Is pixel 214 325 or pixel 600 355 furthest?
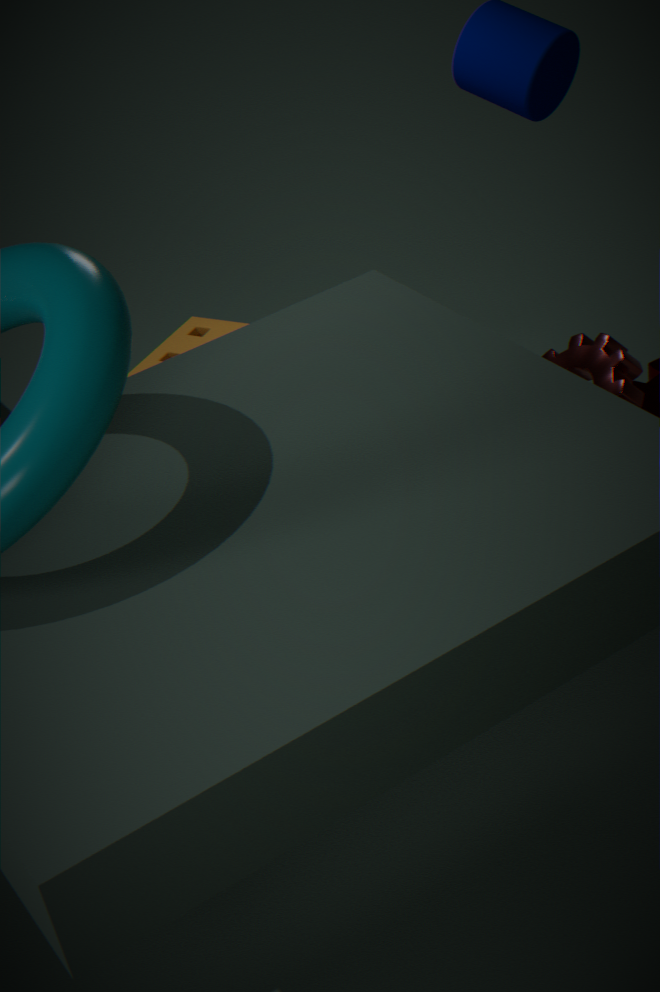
pixel 214 325
